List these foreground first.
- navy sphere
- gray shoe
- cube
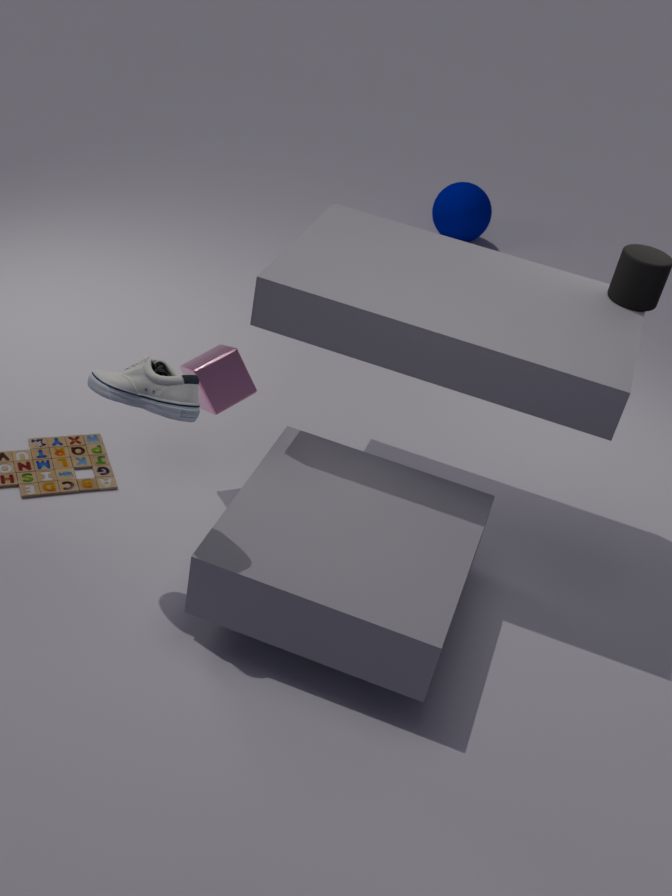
gray shoe
cube
navy sphere
